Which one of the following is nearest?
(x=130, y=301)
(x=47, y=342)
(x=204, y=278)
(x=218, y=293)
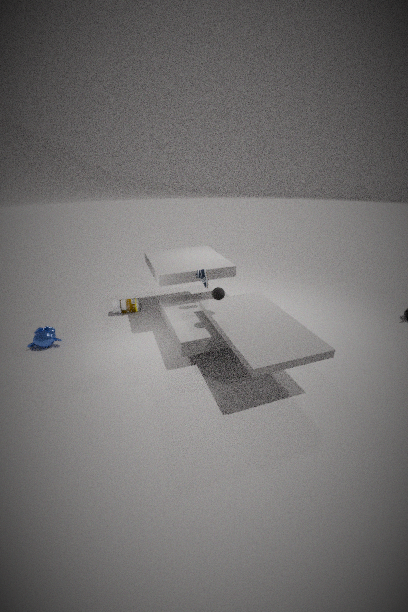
(x=218, y=293)
